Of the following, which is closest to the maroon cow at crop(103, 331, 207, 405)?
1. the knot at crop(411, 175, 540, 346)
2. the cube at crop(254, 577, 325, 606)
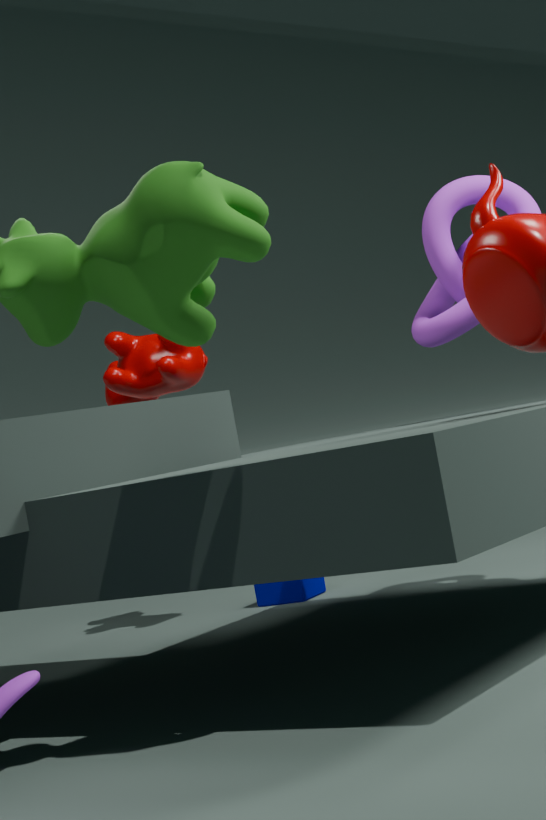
the cube at crop(254, 577, 325, 606)
